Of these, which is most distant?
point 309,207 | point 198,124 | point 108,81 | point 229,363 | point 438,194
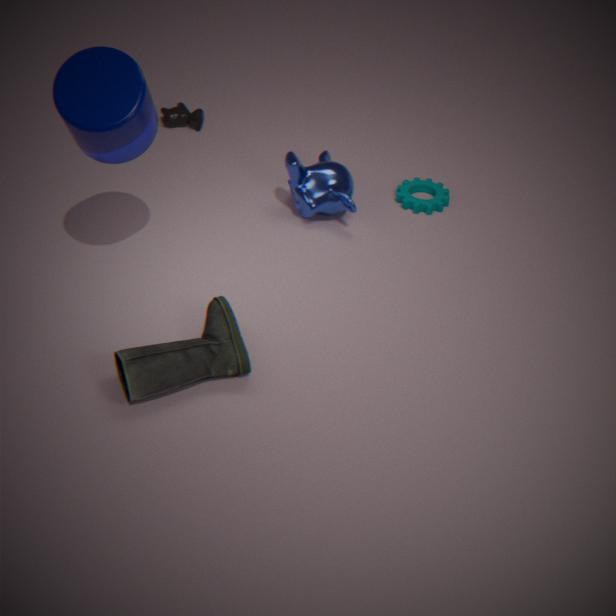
point 198,124
